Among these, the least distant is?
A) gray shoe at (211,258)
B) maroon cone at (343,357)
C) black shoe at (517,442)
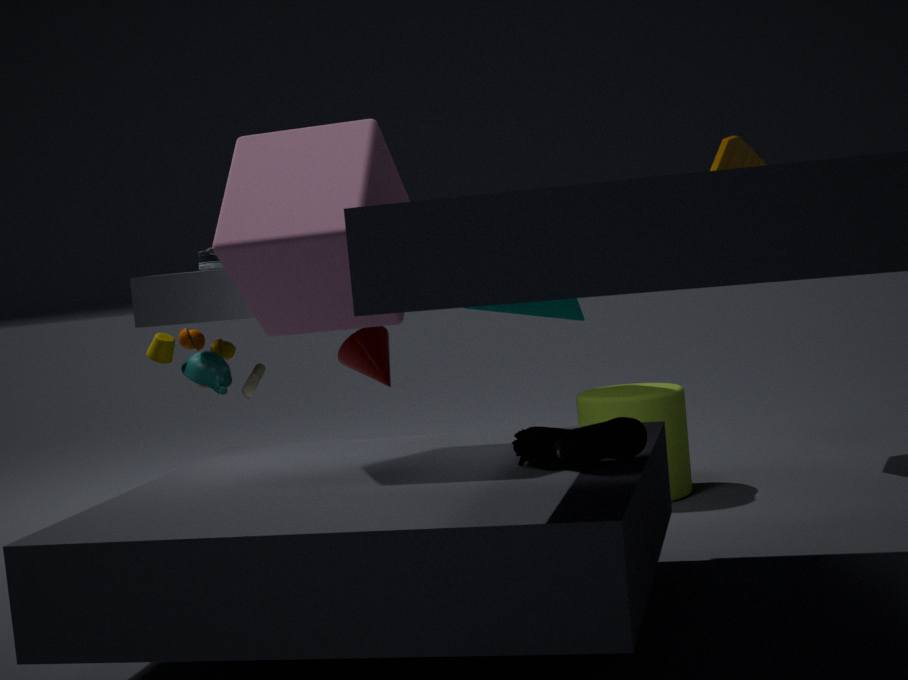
black shoe at (517,442)
